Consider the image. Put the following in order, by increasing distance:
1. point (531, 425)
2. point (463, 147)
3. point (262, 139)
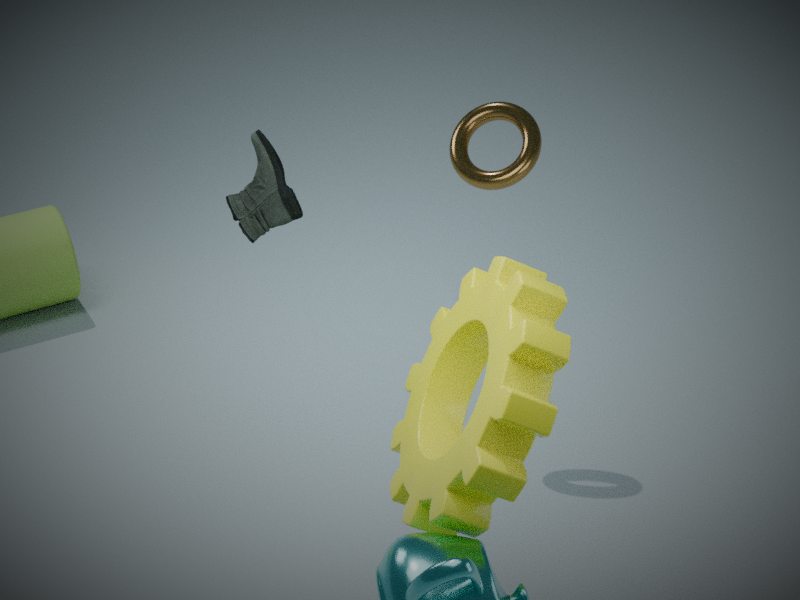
1. point (531, 425)
2. point (262, 139)
3. point (463, 147)
